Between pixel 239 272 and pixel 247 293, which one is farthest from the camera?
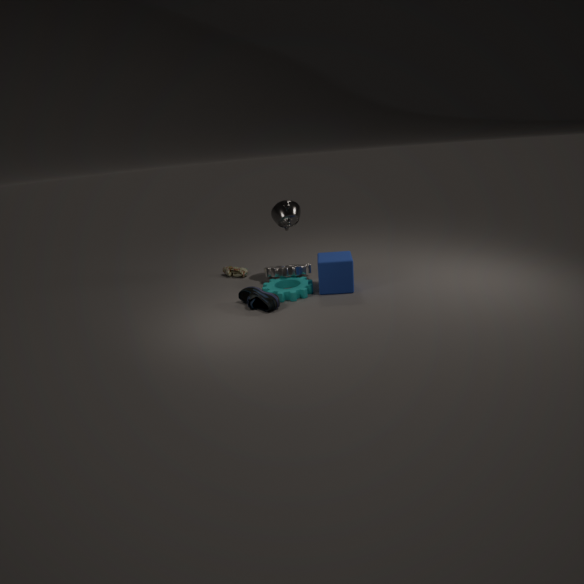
pixel 239 272
